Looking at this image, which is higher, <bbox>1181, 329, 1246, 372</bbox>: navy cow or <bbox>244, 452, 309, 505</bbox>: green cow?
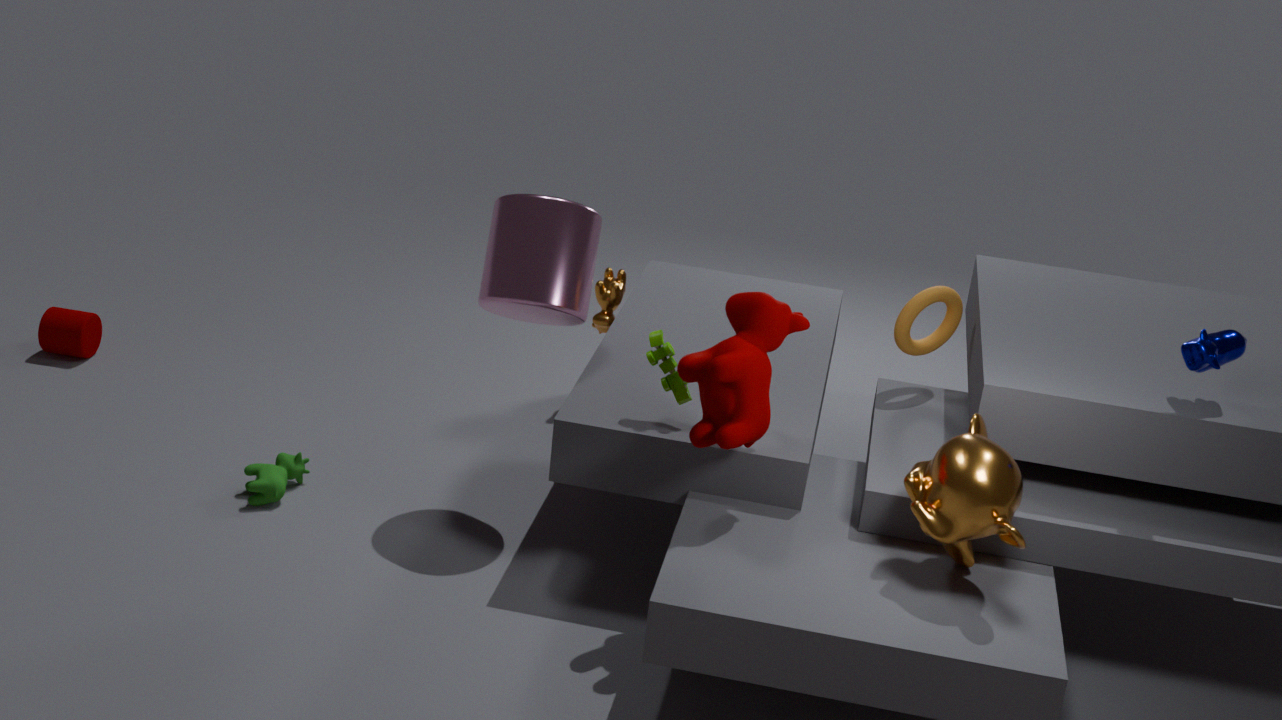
<bbox>1181, 329, 1246, 372</bbox>: navy cow
